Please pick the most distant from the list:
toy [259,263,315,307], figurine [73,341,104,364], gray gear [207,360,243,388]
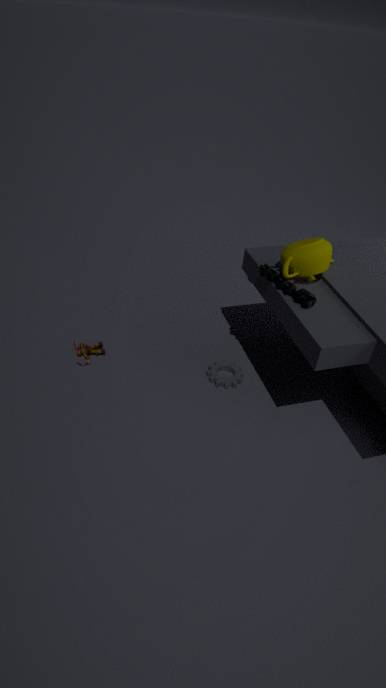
figurine [73,341,104,364]
